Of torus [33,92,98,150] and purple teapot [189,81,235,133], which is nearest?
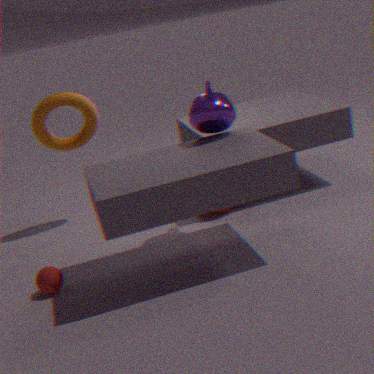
purple teapot [189,81,235,133]
